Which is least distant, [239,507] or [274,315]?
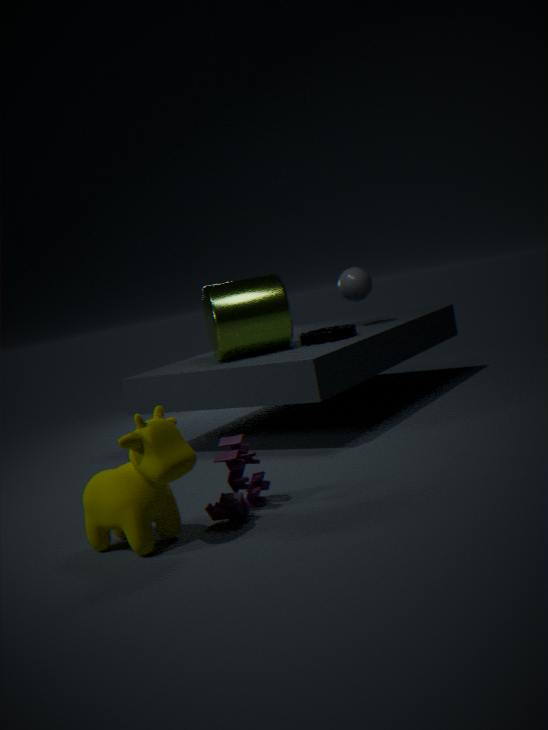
[239,507]
